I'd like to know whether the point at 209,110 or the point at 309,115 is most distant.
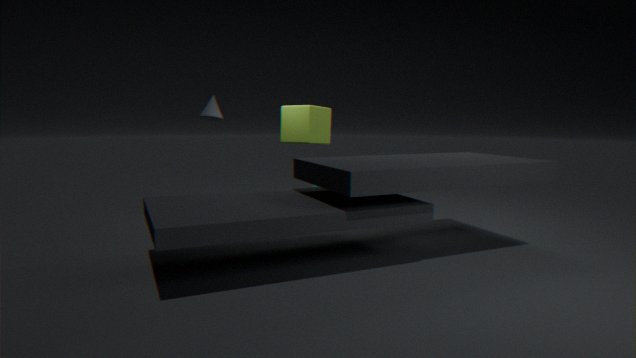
the point at 309,115
